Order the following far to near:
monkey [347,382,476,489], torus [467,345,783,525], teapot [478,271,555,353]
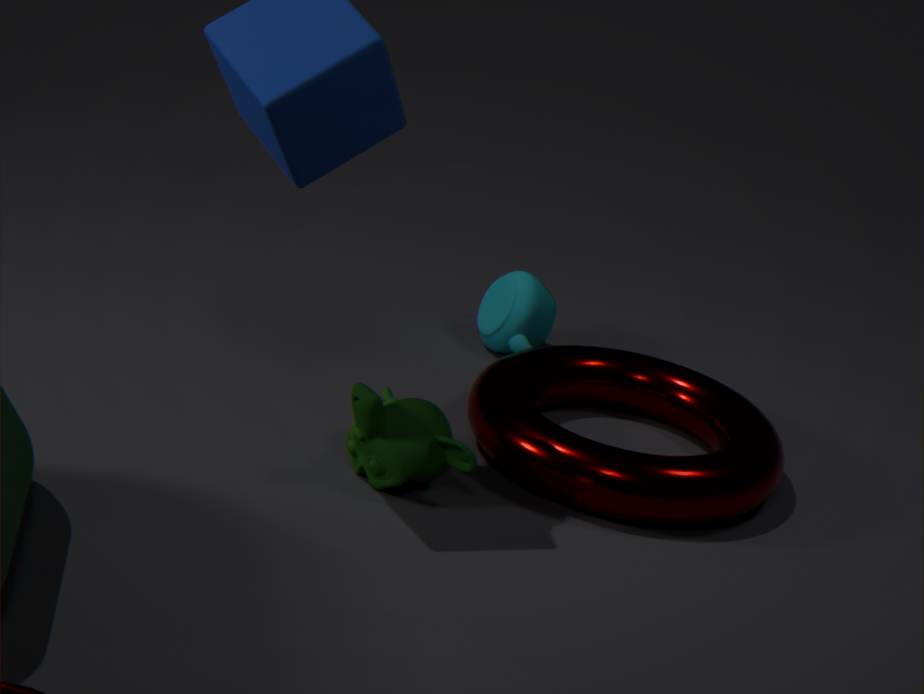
teapot [478,271,555,353] → torus [467,345,783,525] → monkey [347,382,476,489]
